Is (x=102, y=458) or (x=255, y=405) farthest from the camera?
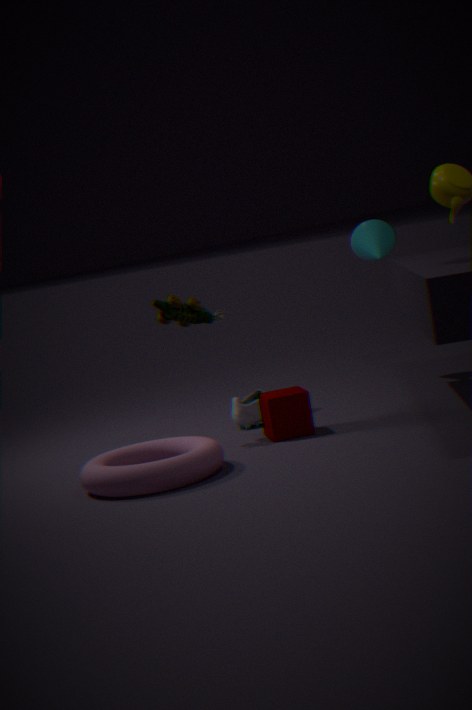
(x=255, y=405)
